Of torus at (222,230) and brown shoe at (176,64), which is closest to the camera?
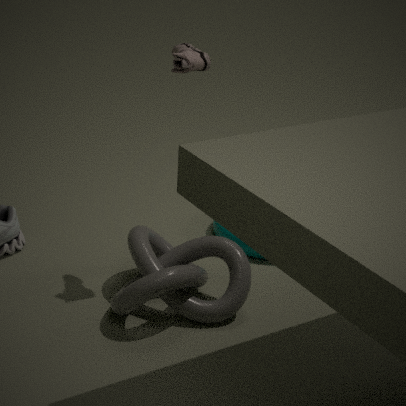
brown shoe at (176,64)
